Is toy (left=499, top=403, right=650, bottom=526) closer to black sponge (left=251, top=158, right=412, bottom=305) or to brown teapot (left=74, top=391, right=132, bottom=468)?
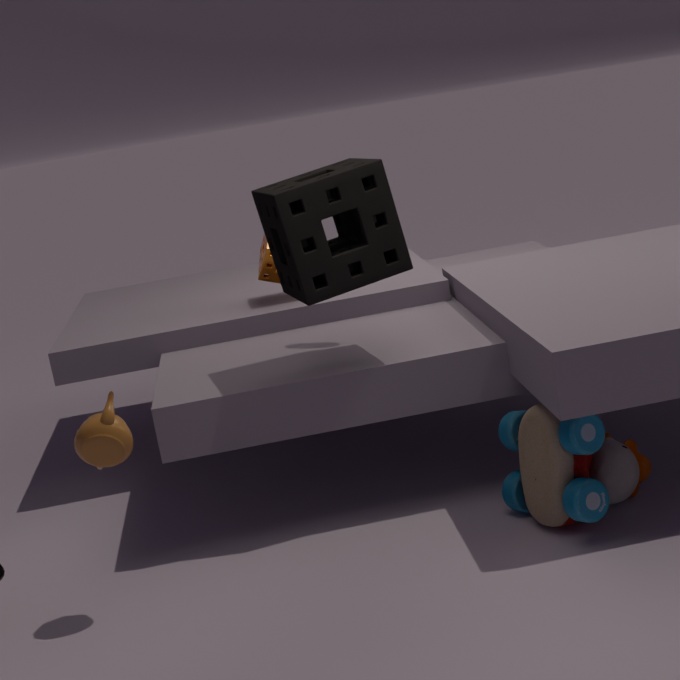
black sponge (left=251, top=158, right=412, bottom=305)
